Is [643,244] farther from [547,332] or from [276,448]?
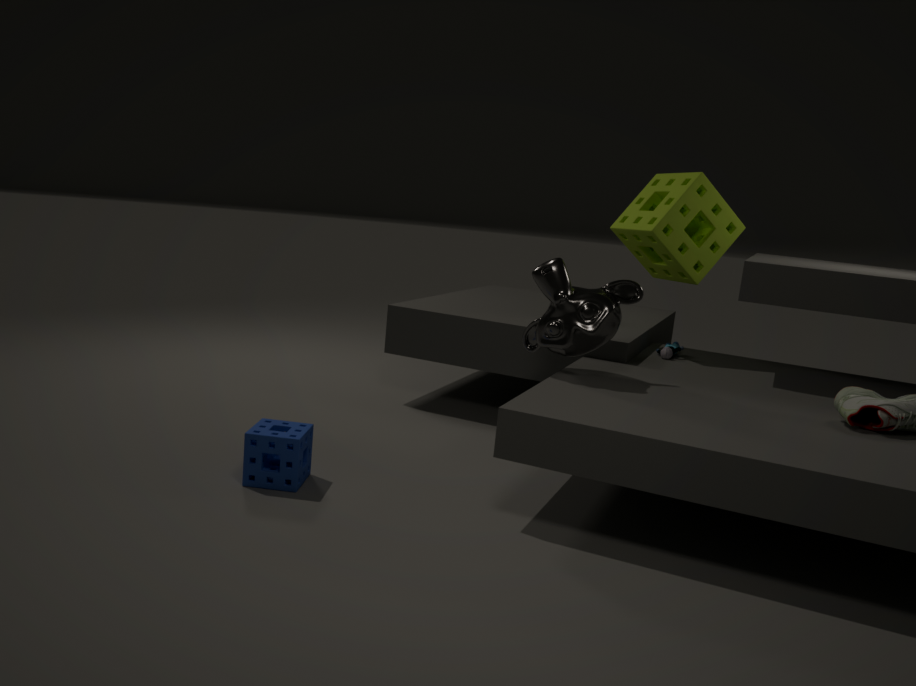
[276,448]
